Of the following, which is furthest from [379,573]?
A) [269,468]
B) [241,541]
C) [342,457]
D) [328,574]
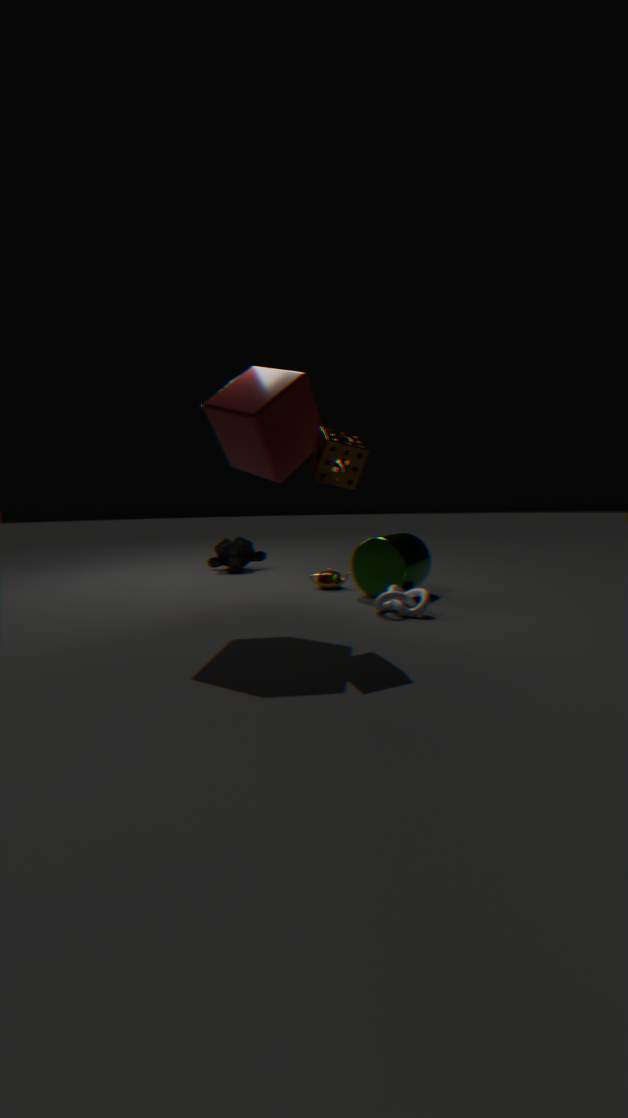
[241,541]
